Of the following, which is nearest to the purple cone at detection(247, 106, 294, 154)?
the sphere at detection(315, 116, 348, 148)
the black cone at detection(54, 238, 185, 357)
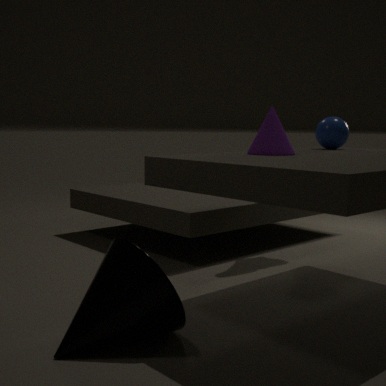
the sphere at detection(315, 116, 348, 148)
